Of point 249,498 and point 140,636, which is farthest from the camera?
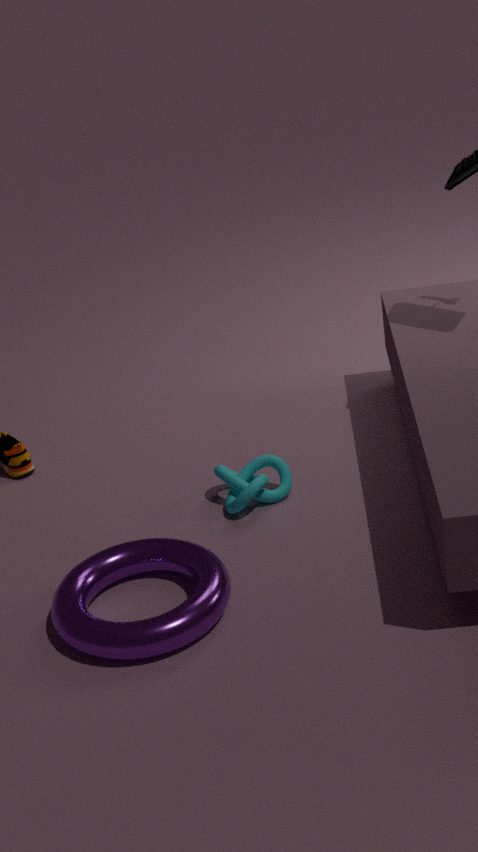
point 249,498
